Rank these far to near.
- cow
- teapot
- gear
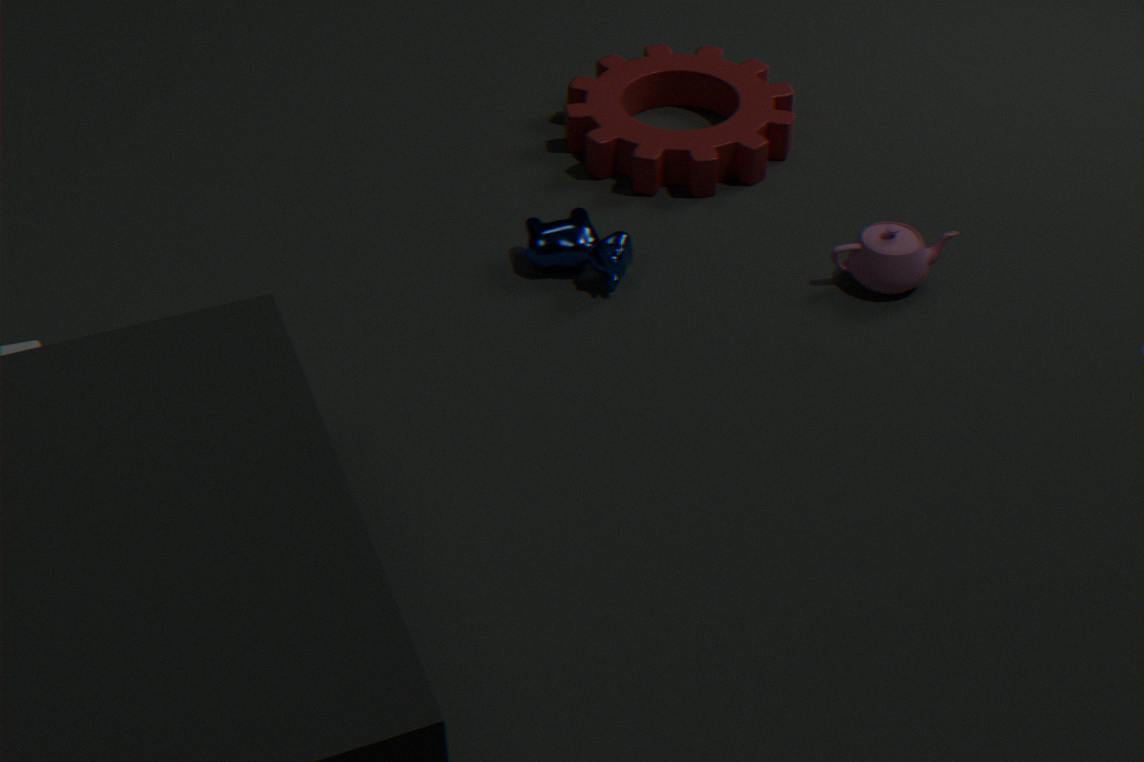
gear < cow < teapot
